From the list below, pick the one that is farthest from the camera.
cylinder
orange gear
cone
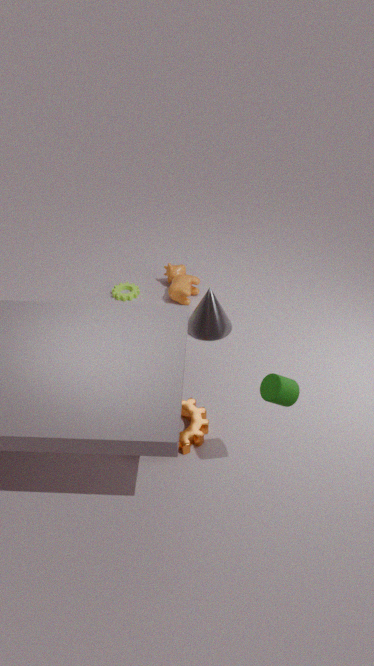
cone
